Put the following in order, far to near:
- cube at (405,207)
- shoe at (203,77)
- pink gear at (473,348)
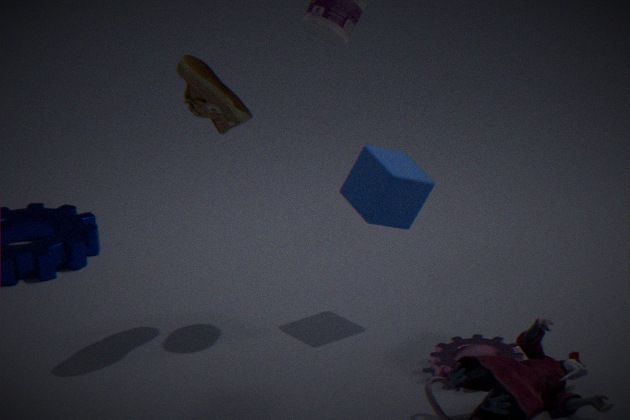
1. cube at (405,207)
2. pink gear at (473,348)
3. shoe at (203,77)
